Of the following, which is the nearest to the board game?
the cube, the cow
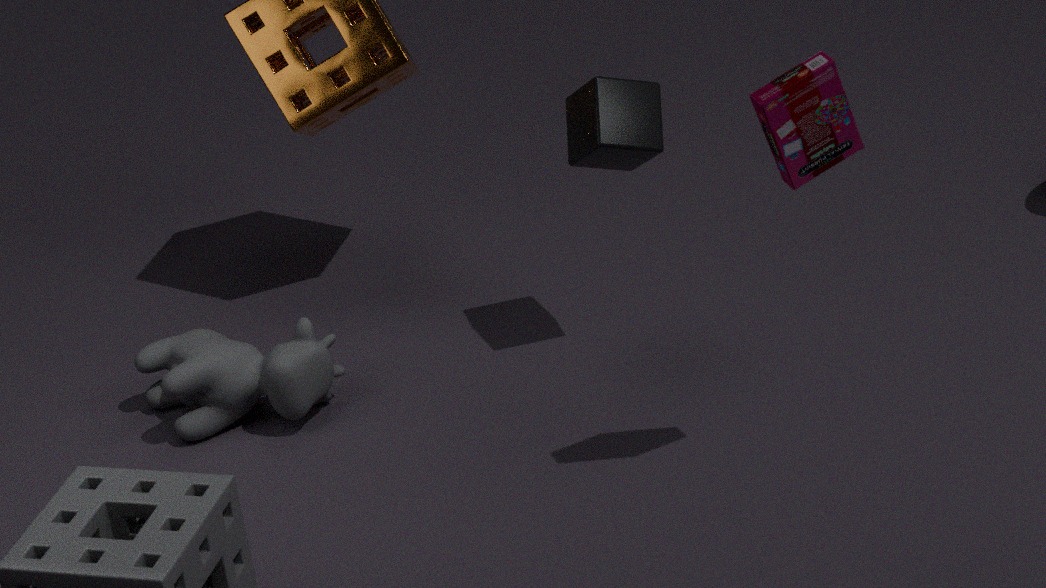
the cube
